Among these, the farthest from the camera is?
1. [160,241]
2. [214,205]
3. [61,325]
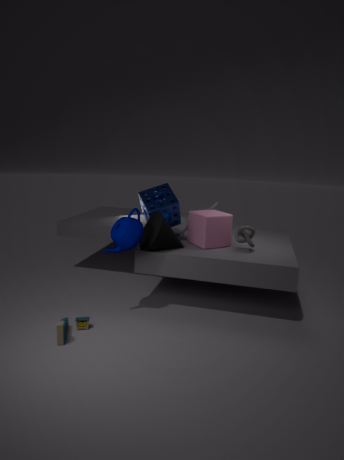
[214,205]
